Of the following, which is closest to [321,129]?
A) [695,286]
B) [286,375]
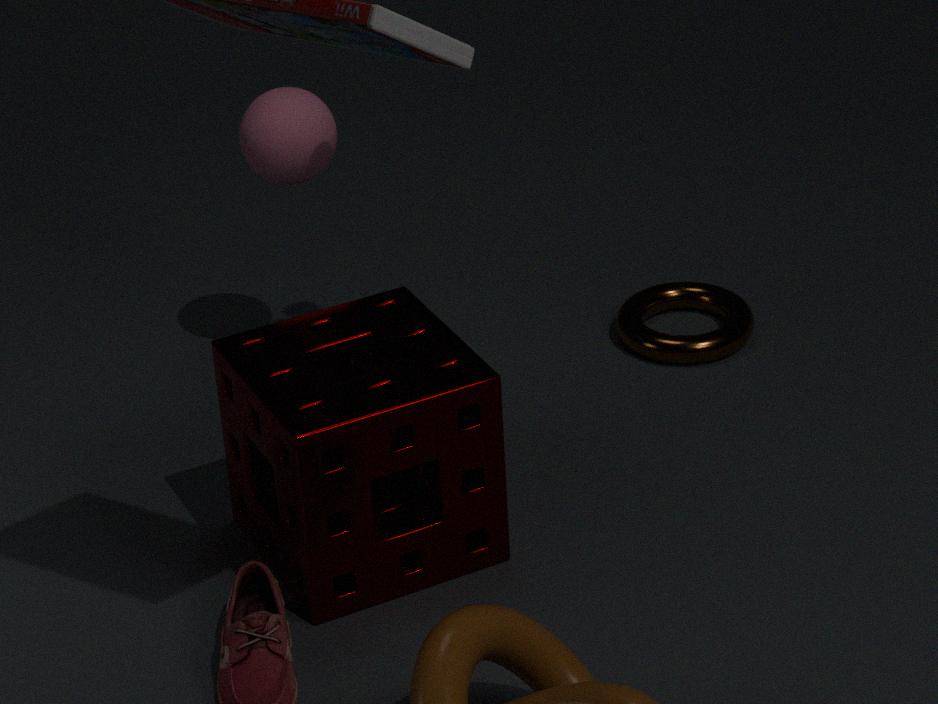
[286,375]
